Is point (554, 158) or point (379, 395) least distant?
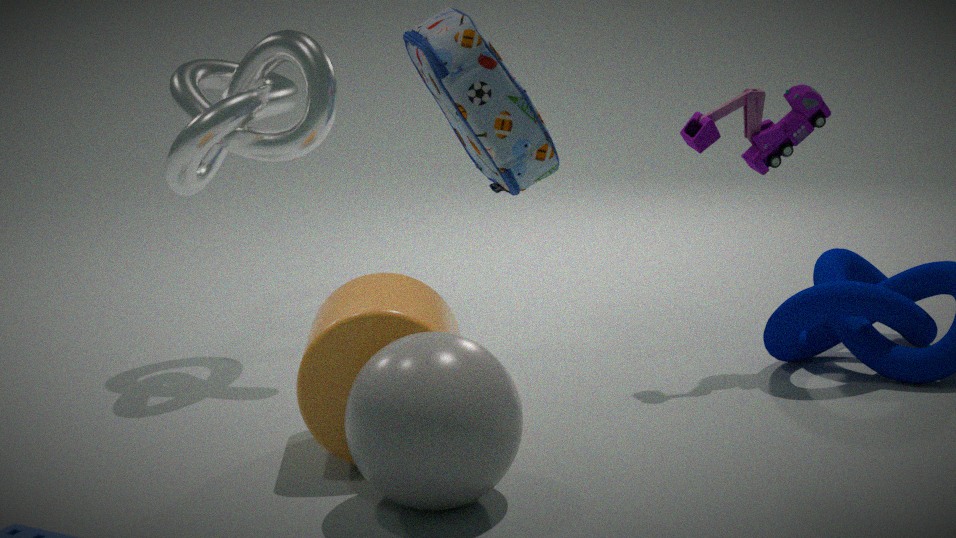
point (379, 395)
